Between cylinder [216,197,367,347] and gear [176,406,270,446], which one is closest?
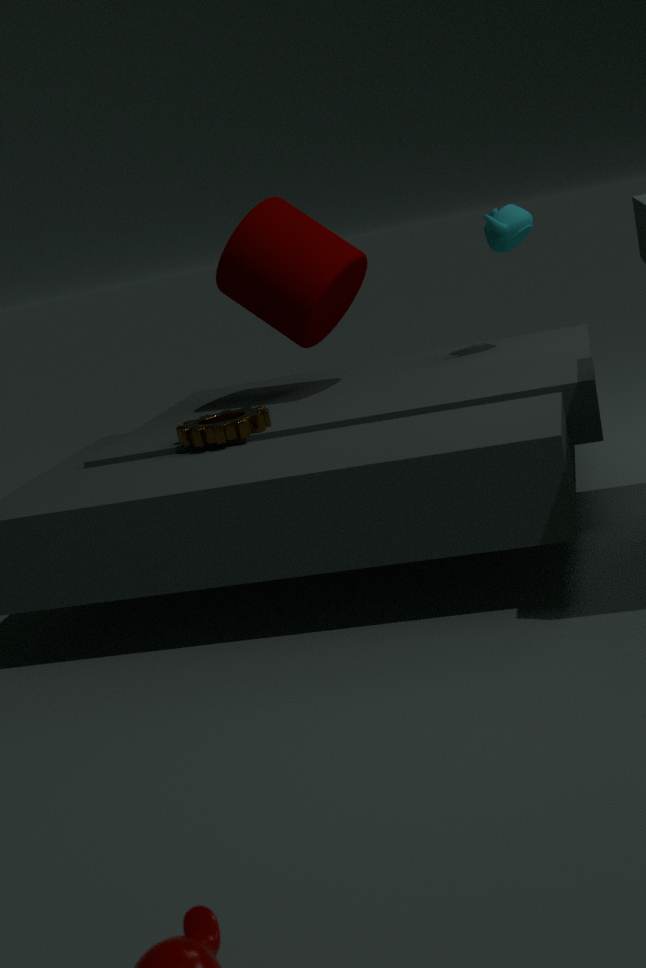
gear [176,406,270,446]
